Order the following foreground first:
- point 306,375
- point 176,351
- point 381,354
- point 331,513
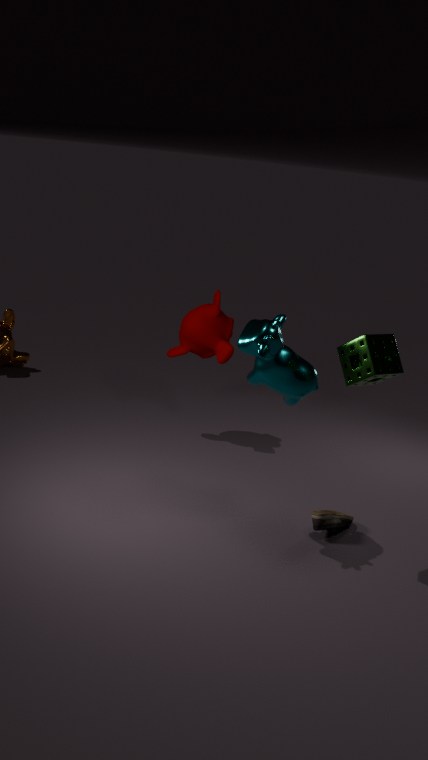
point 381,354 < point 306,375 < point 331,513 < point 176,351
